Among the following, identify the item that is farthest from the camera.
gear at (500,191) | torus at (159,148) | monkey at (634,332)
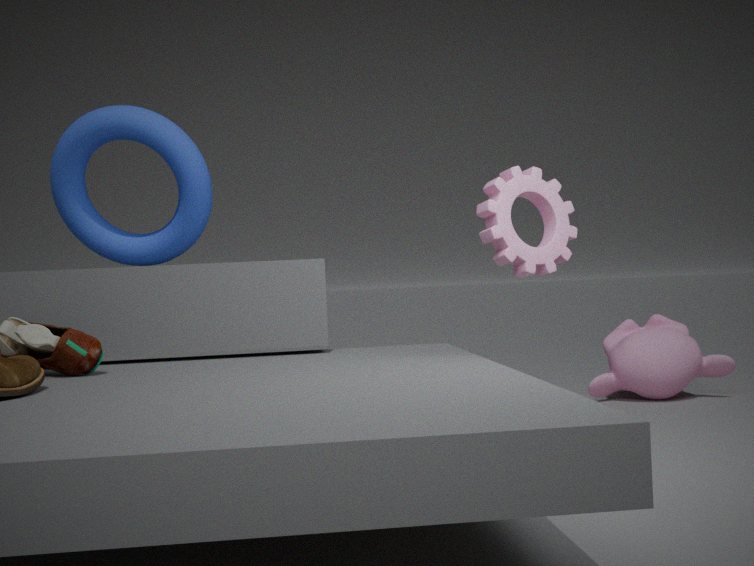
monkey at (634,332)
